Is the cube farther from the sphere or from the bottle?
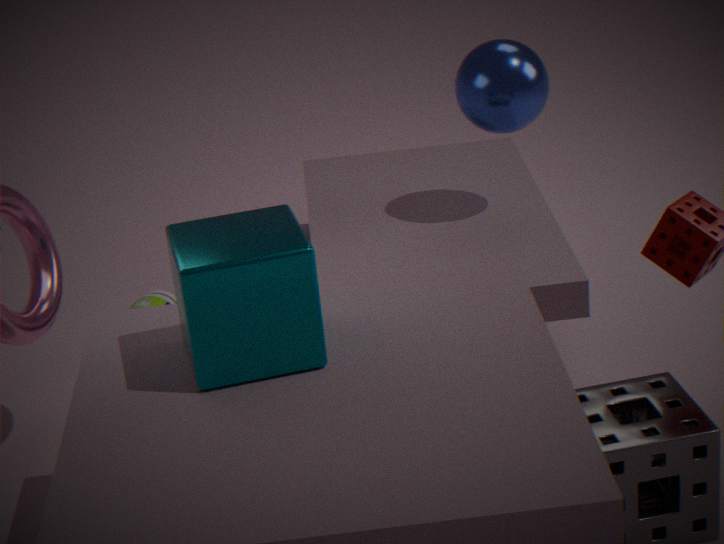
the sphere
